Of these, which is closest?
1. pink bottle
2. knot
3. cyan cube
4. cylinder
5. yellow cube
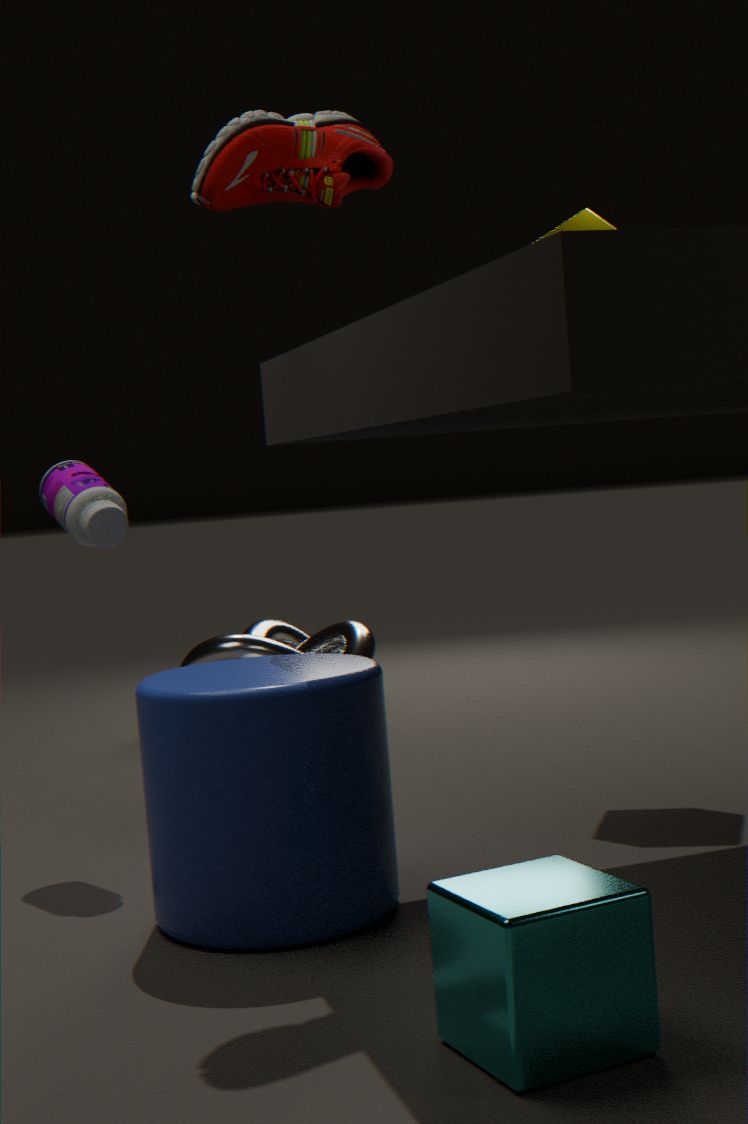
cyan cube
